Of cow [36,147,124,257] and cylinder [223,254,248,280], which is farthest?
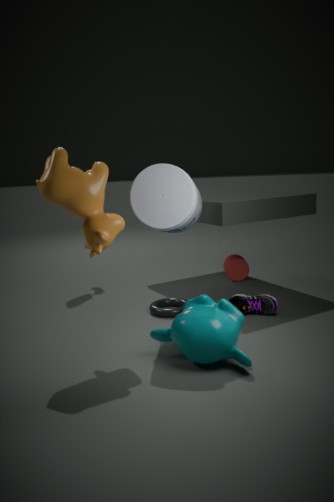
cylinder [223,254,248,280]
